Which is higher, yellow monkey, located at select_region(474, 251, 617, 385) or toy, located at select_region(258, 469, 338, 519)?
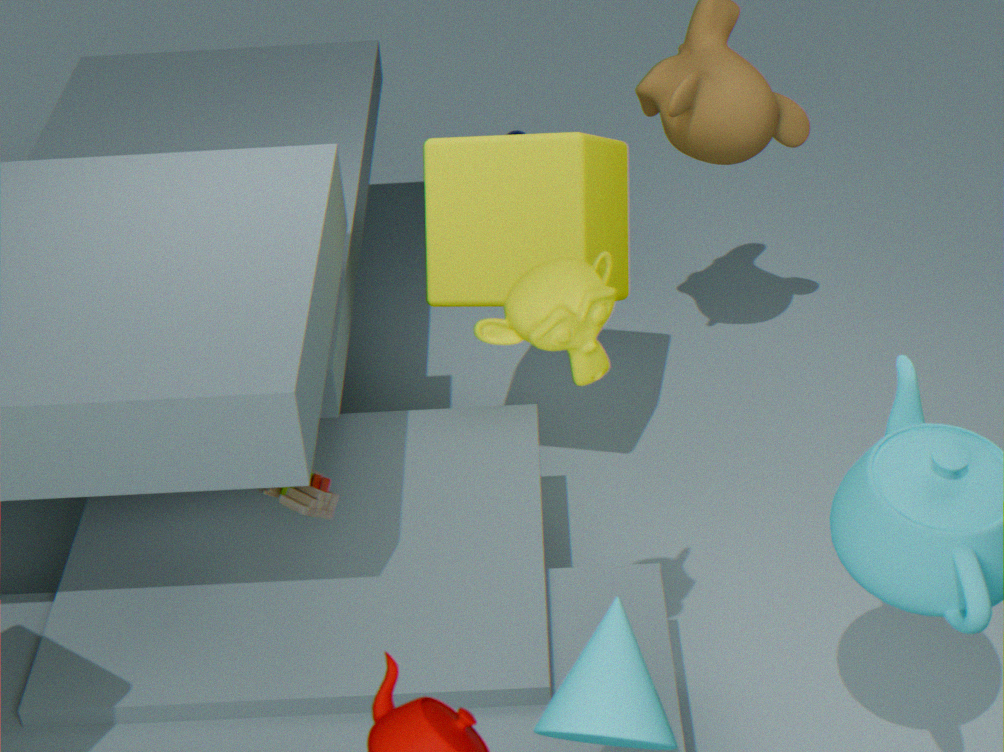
yellow monkey, located at select_region(474, 251, 617, 385)
